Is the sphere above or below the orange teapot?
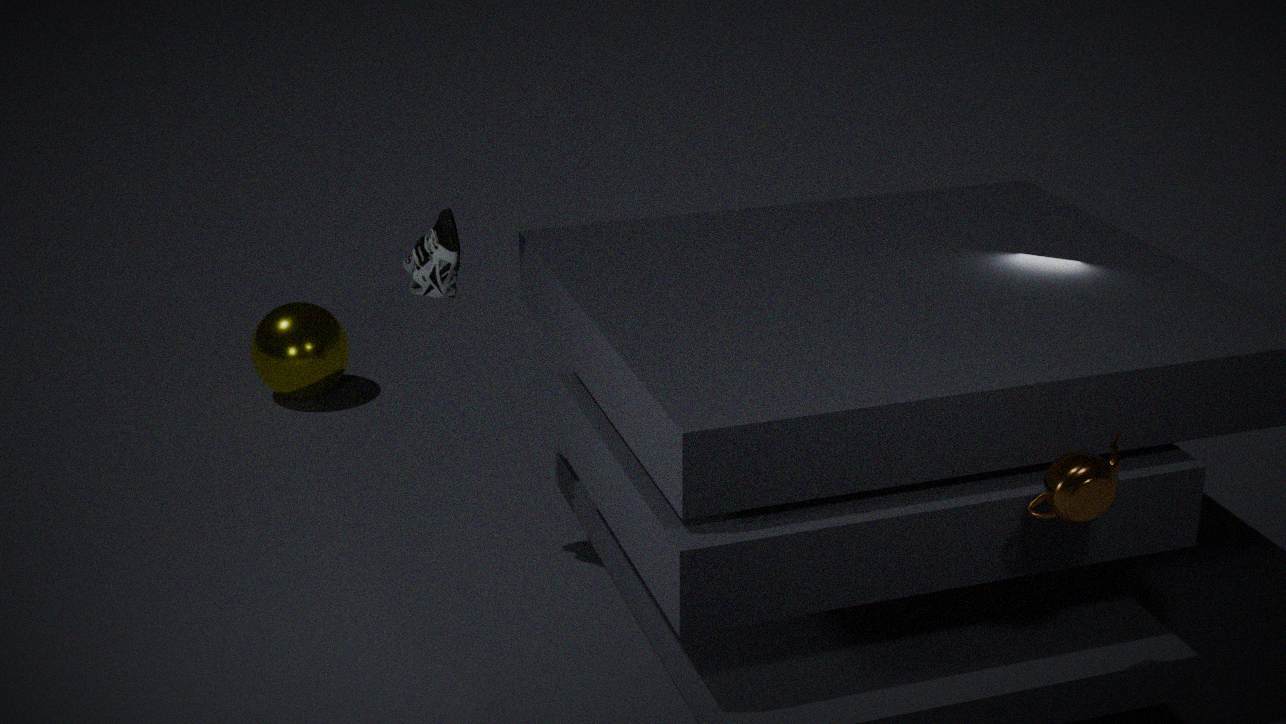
below
